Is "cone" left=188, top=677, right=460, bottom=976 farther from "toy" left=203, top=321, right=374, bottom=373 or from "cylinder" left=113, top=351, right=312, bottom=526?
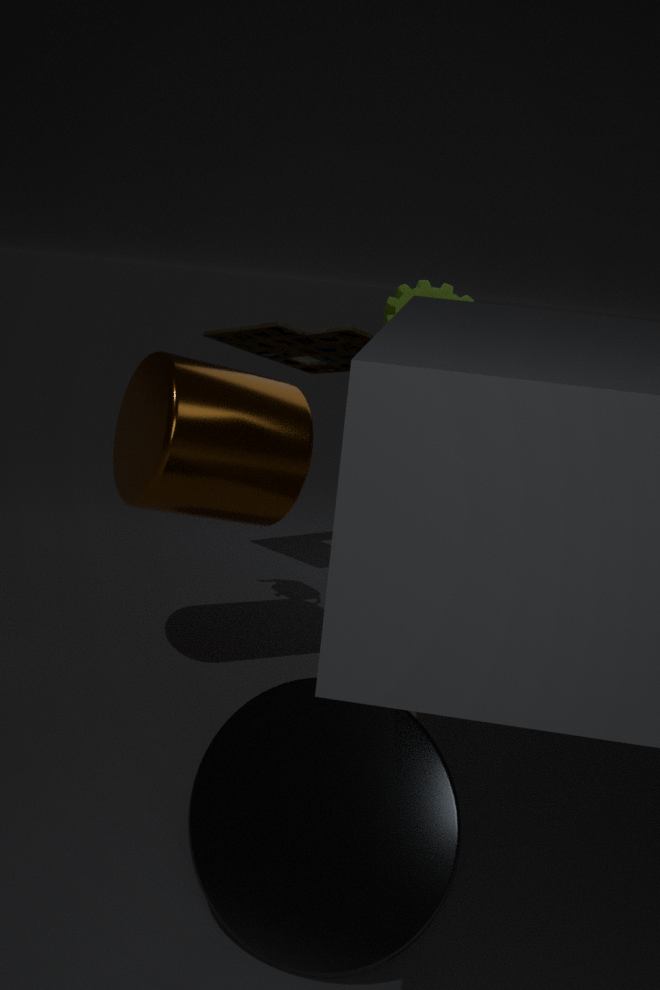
"toy" left=203, top=321, right=374, bottom=373
